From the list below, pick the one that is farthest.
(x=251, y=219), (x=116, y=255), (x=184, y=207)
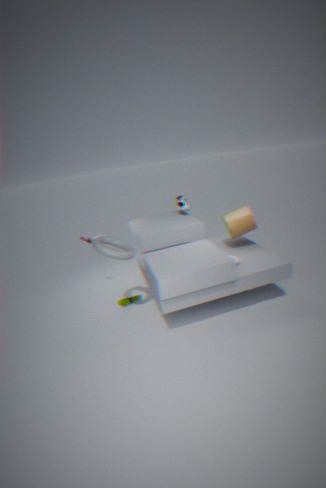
(x=184, y=207)
